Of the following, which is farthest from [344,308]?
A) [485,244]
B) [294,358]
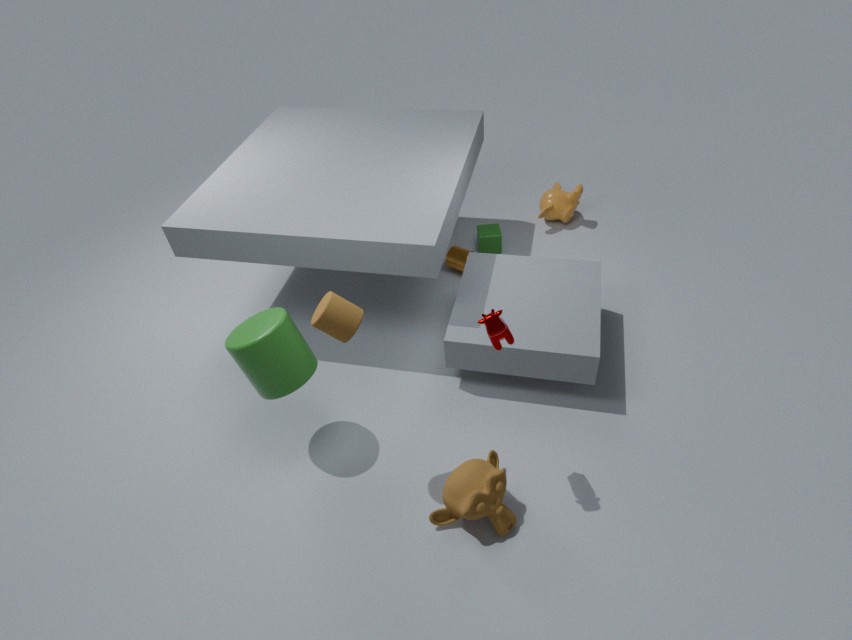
[485,244]
